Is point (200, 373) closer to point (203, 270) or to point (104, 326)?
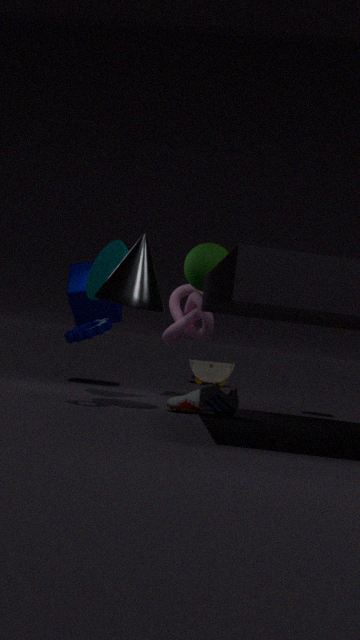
point (203, 270)
